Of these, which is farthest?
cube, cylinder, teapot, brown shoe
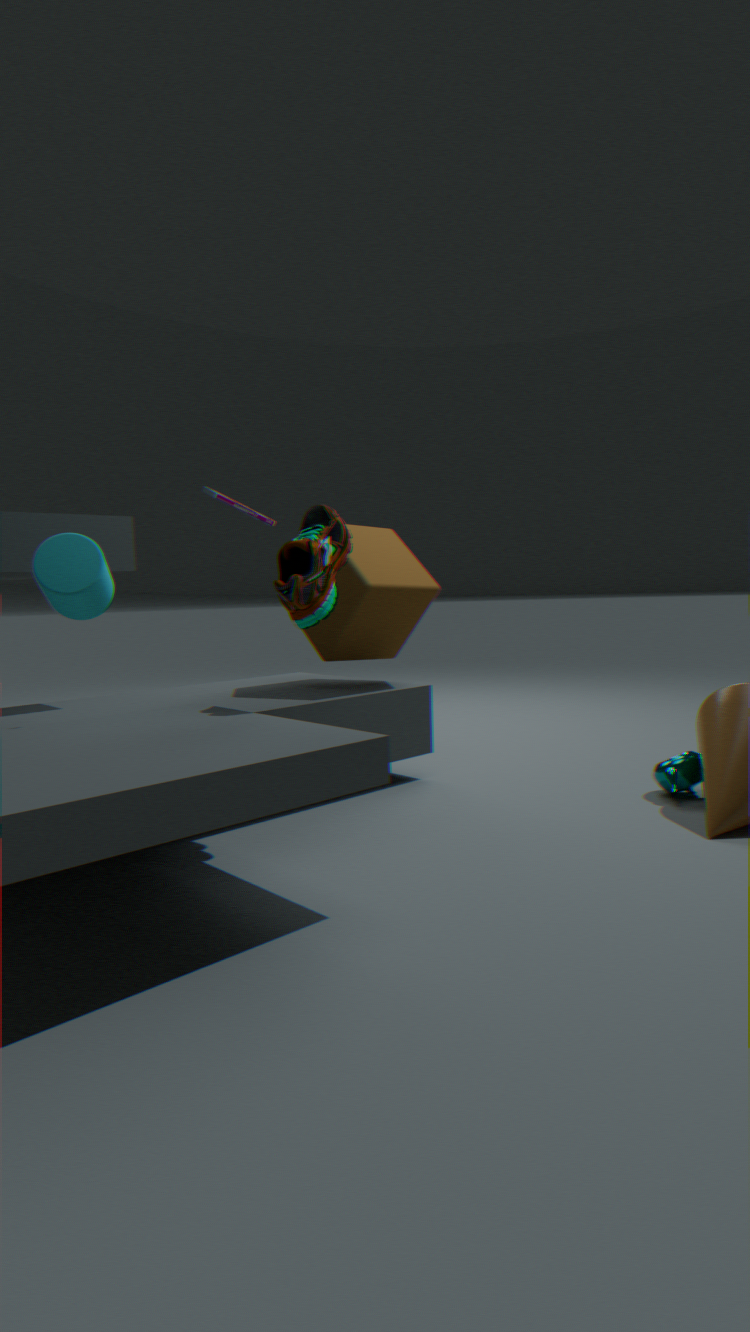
cube
